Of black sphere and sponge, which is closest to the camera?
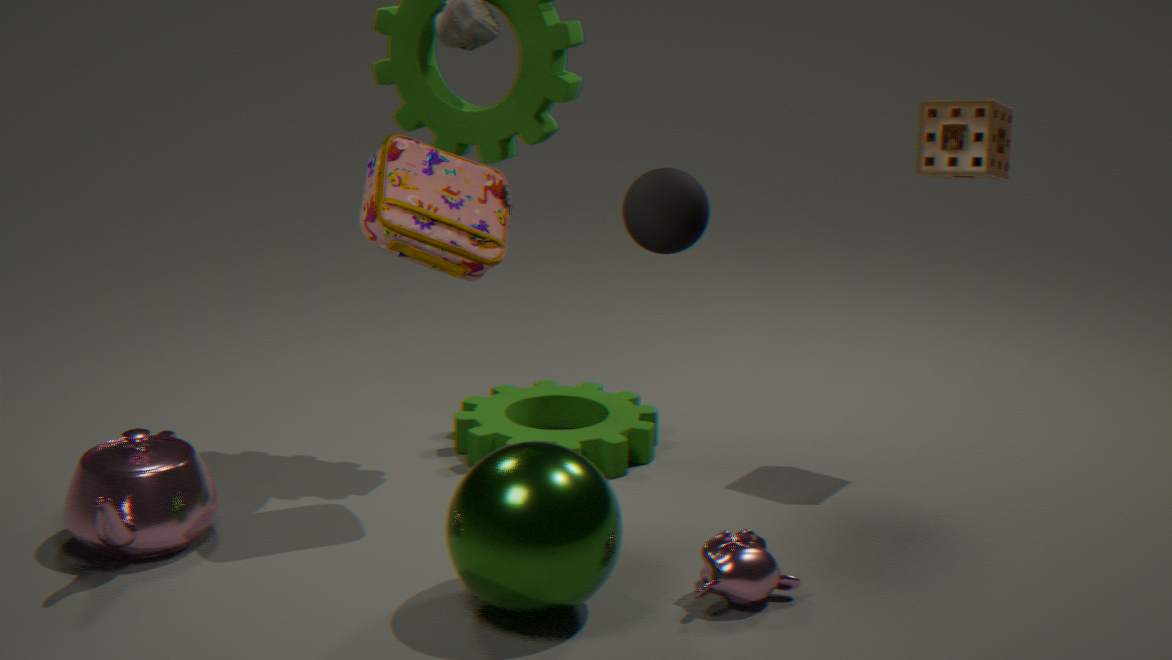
black sphere
